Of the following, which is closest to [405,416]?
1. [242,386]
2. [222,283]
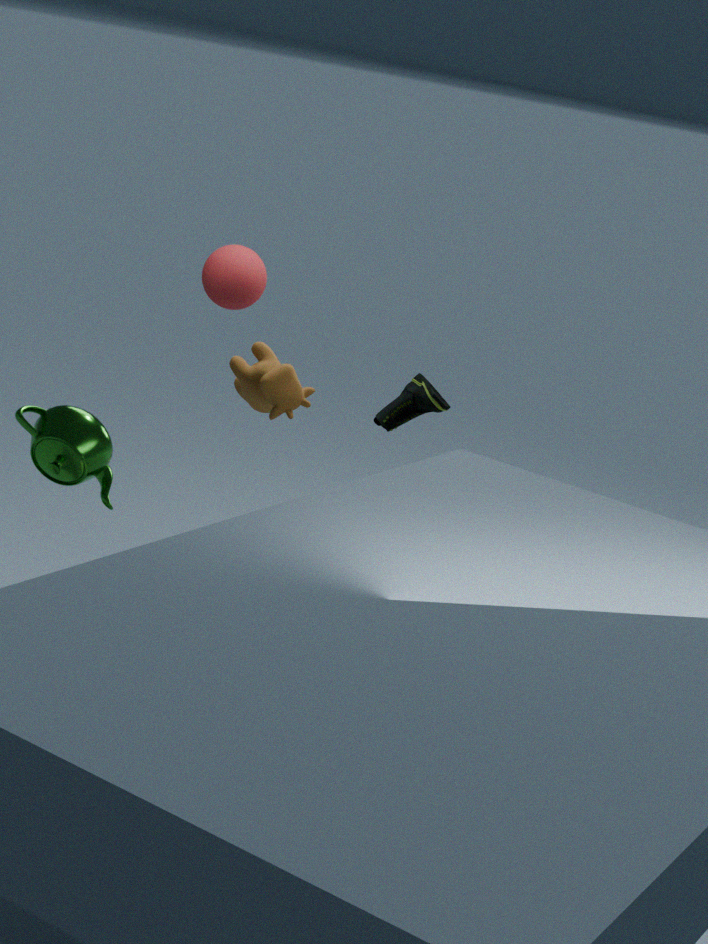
[242,386]
